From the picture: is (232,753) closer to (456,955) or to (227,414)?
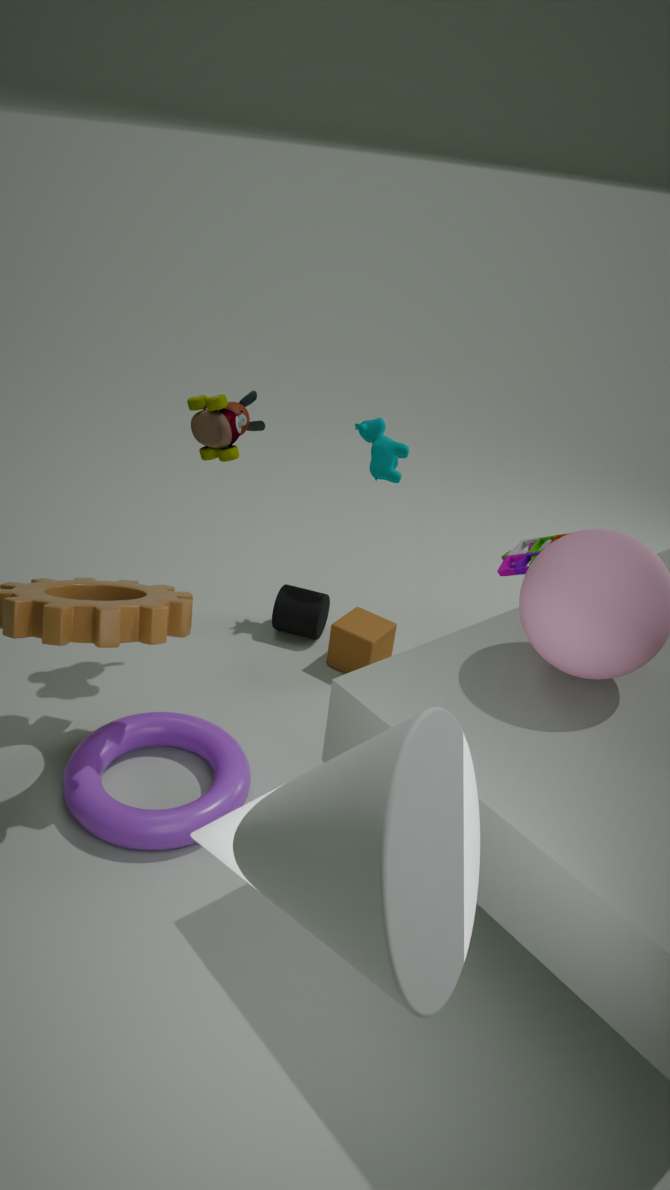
(227,414)
